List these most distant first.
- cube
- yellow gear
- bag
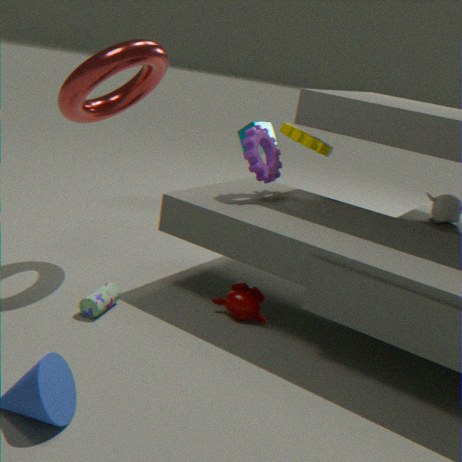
cube → yellow gear → bag
